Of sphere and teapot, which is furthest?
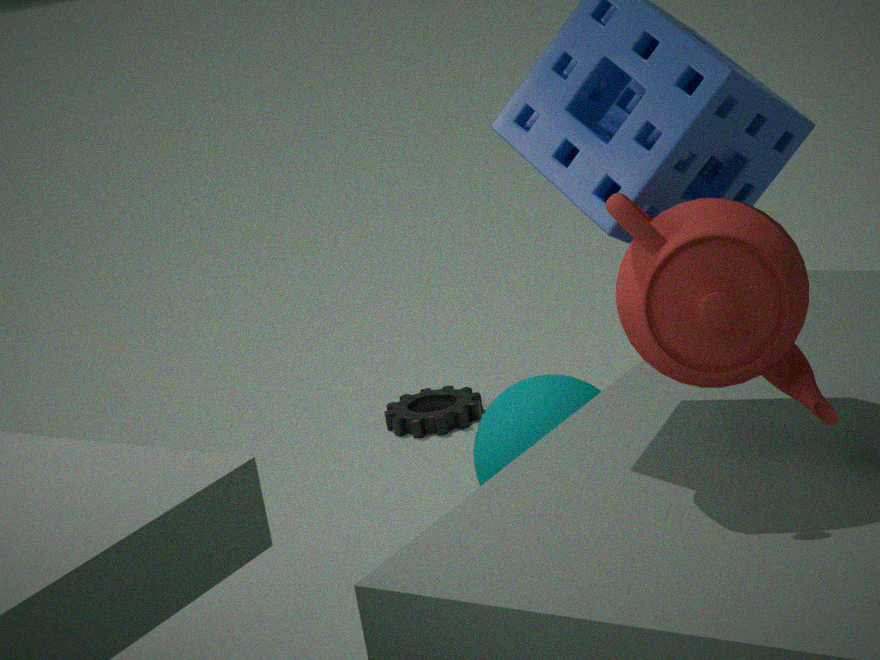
sphere
